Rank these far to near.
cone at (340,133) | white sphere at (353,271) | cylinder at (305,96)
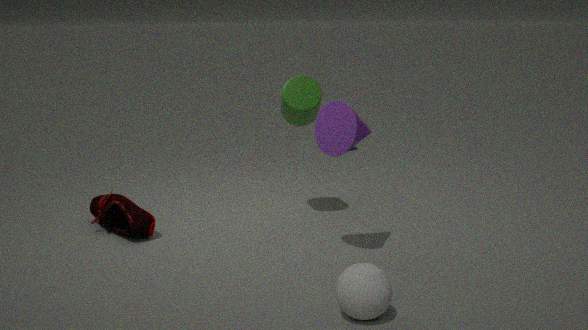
cylinder at (305,96), cone at (340,133), white sphere at (353,271)
